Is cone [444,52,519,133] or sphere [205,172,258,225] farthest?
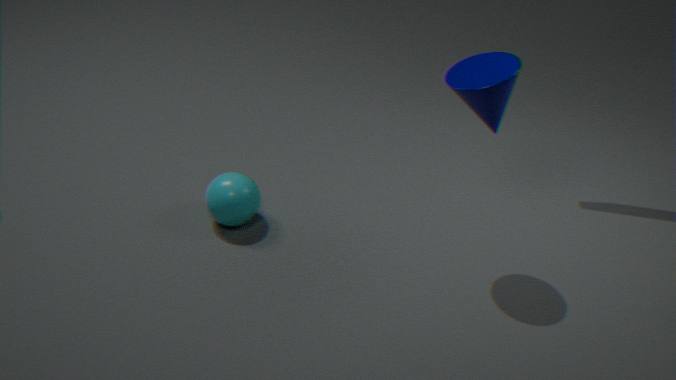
sphere [205,172,258,225]
